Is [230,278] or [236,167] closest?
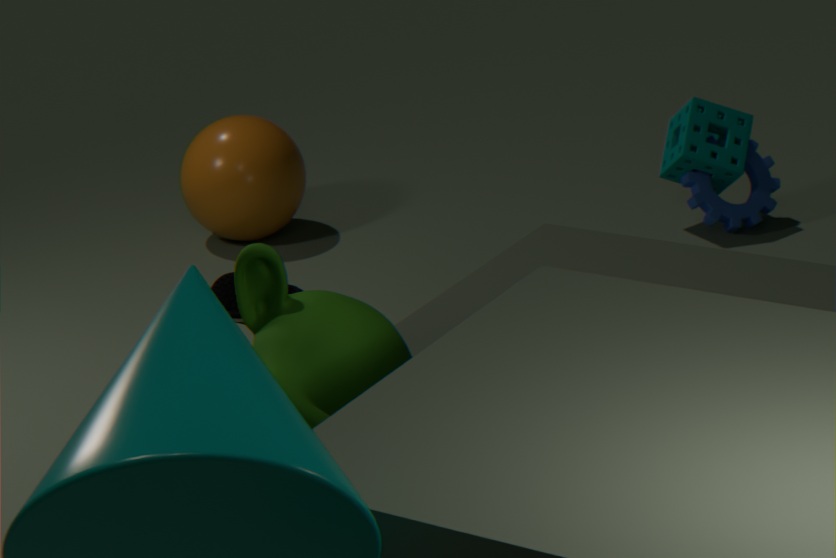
[230,278]
